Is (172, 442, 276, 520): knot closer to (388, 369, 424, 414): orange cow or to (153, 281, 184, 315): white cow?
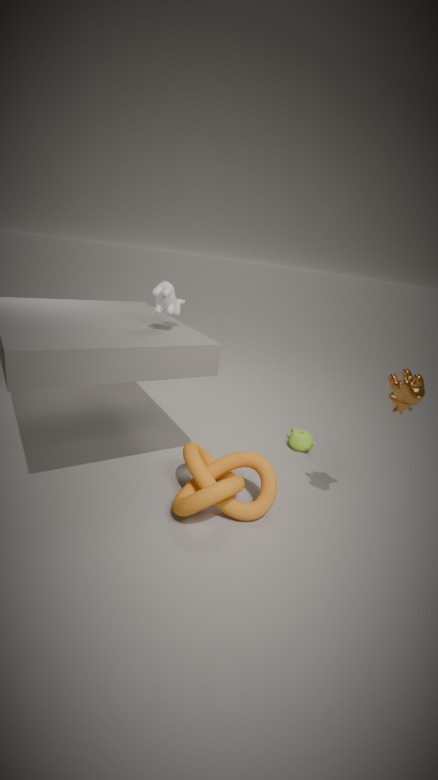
(388, 369, 424, 414): orange cow
